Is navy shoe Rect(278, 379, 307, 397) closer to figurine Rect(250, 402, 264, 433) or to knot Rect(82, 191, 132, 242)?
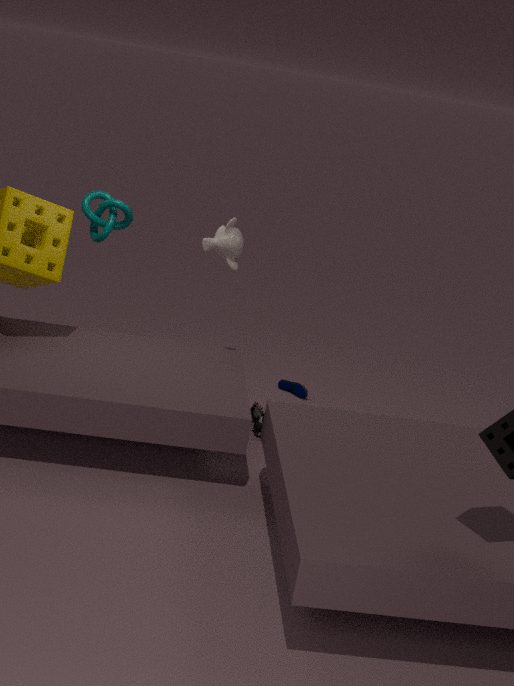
figurine Rect(250, 402, 264, 433)
